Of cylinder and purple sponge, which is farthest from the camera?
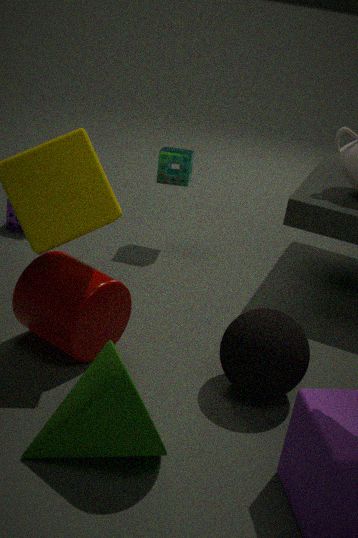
purple sponge
